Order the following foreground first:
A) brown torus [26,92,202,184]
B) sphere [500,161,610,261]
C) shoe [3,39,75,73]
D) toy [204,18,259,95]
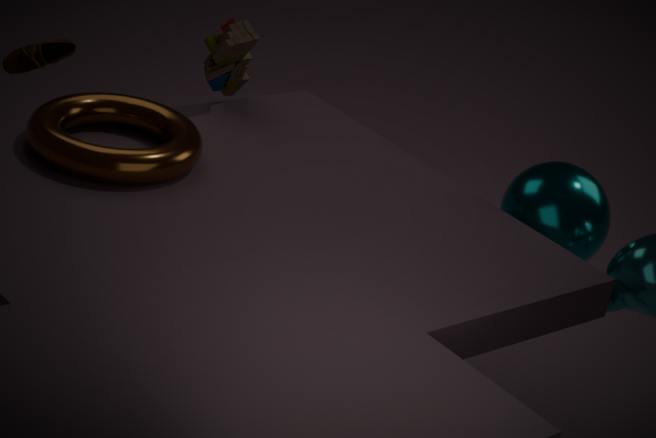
1. brown torus [26,92,202,184]
2. sphere [500,161,610,261]
3. shoe [3,39,75,73]
4. toy [204,18,259,95]
